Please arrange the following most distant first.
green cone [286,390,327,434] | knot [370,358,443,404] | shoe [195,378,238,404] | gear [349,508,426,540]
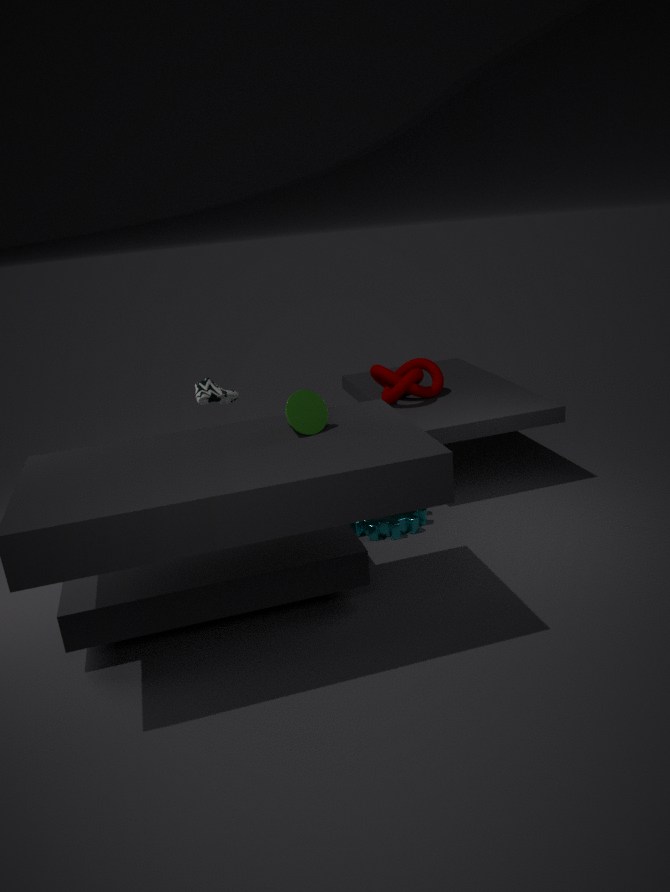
knot [370,358,443,404] → shoe [195,378,238,404] → gear [349,508,426,540] → green cone [286,390,327,434]
